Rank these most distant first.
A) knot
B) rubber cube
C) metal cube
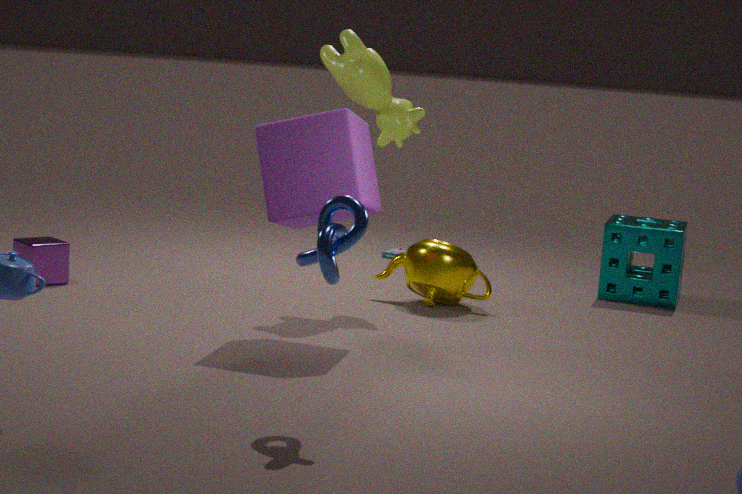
metal cube, rubber cube, knot
